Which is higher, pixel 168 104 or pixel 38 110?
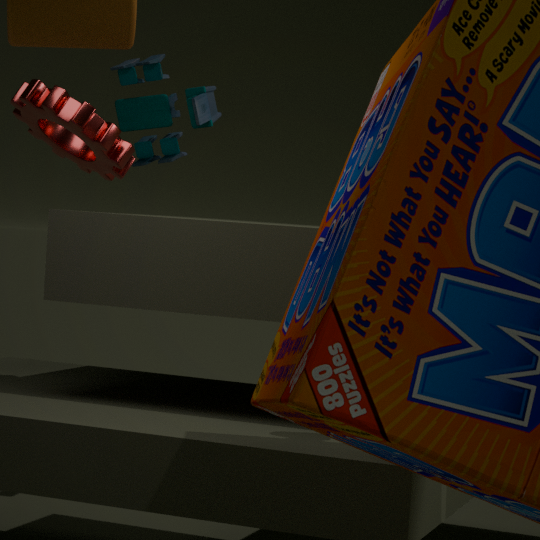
pixel 168 104
